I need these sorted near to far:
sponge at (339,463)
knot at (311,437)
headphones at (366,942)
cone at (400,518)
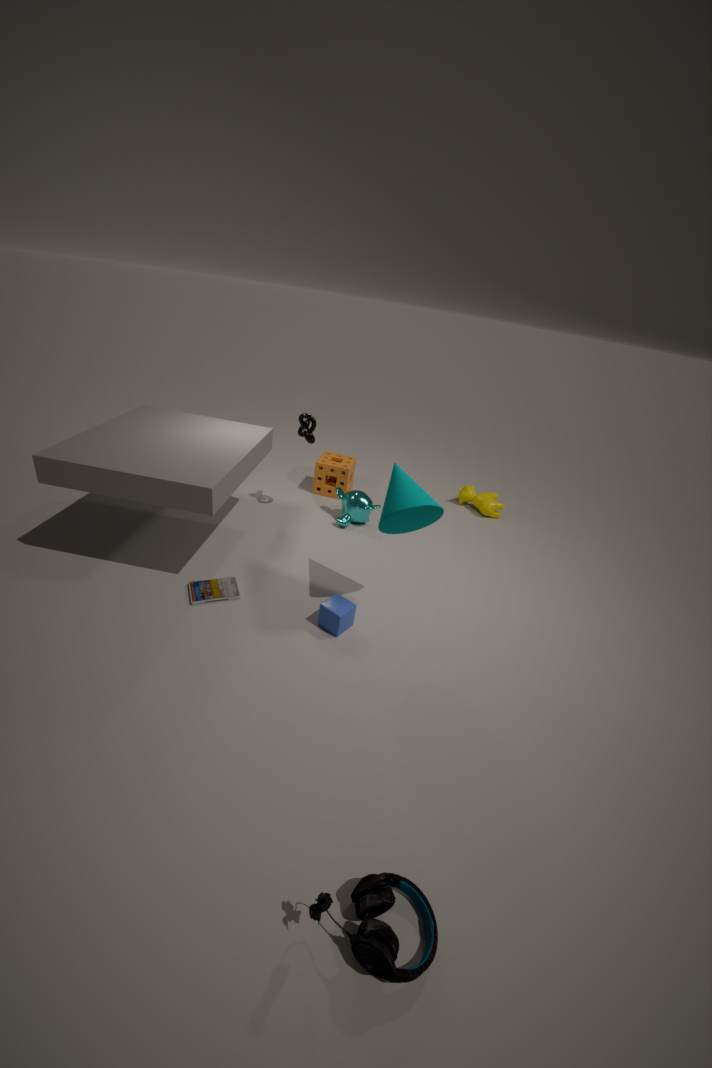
headphones at (366,942), cone at (400,518), knot at (311,437), sponge at (339,463)
